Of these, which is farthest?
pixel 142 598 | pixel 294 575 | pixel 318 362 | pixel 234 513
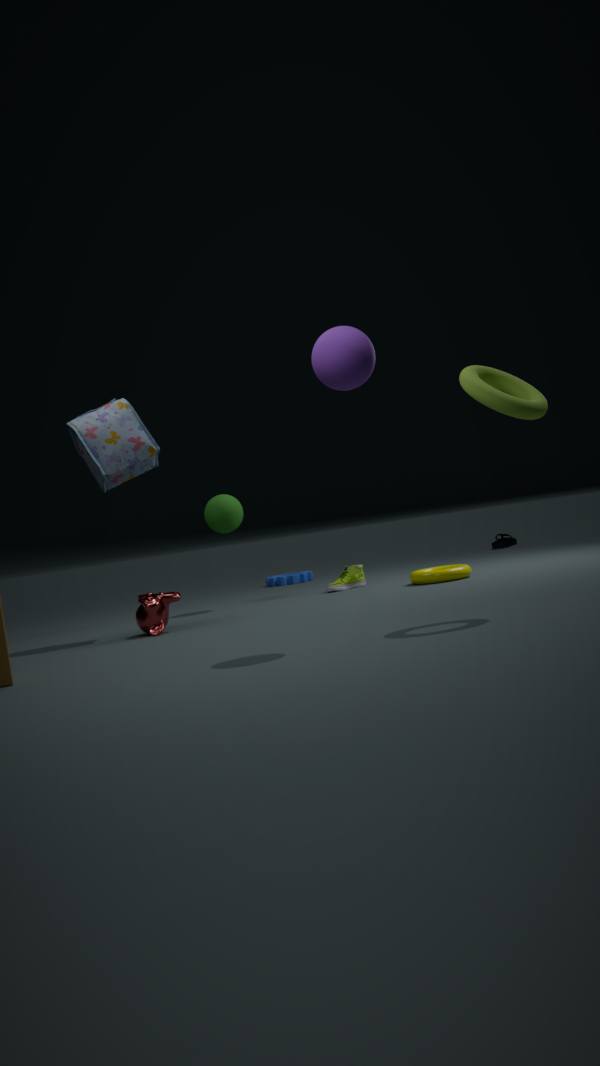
pixel 294 575
